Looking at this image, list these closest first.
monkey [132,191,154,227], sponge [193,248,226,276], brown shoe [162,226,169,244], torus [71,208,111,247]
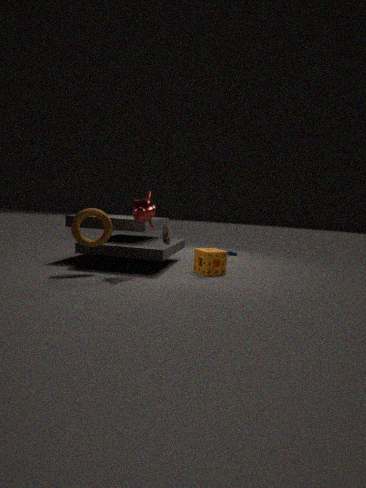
monkey [132,191,154,227] → torus [71,208,111,247] → brown shoe [162,226,169,244] → sponge [193,248,226,276]
